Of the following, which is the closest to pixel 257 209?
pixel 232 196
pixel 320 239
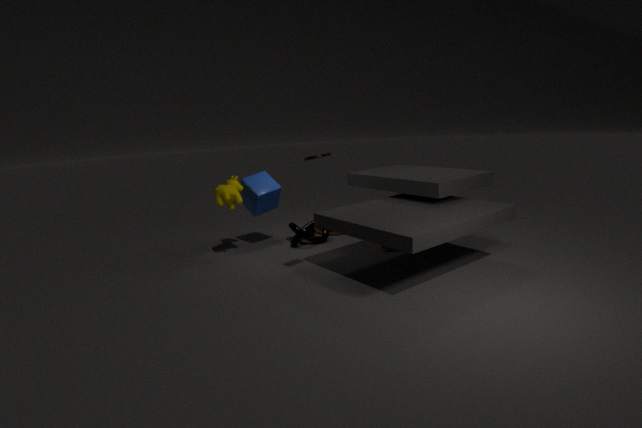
pixel 232 196
